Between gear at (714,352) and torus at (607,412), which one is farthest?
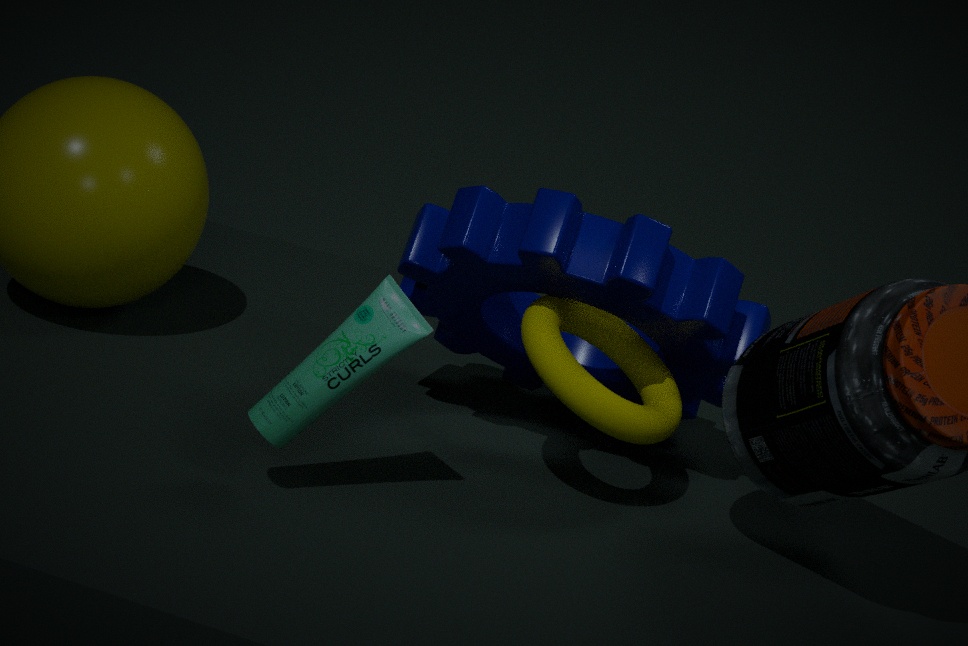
gear at (714,352)
